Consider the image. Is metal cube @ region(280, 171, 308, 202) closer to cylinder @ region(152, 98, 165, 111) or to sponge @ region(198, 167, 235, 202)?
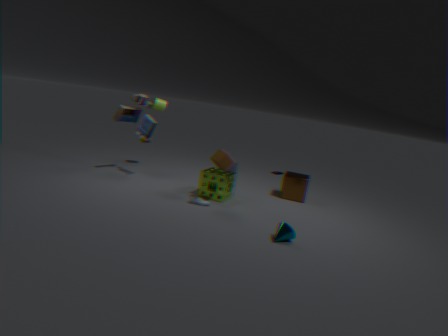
sponge @ region(198, 167, 235, 202)
